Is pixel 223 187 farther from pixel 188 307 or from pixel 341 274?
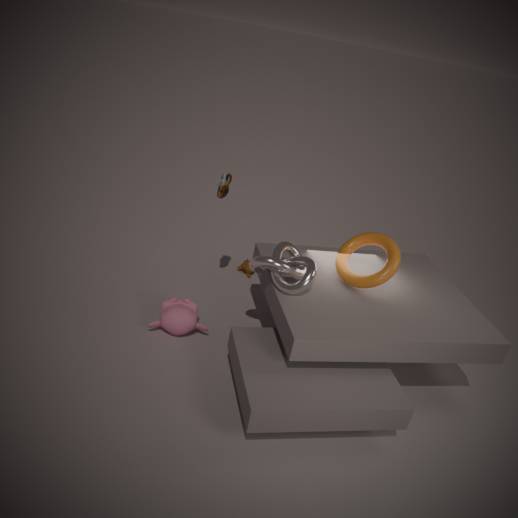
pixel 341 274
